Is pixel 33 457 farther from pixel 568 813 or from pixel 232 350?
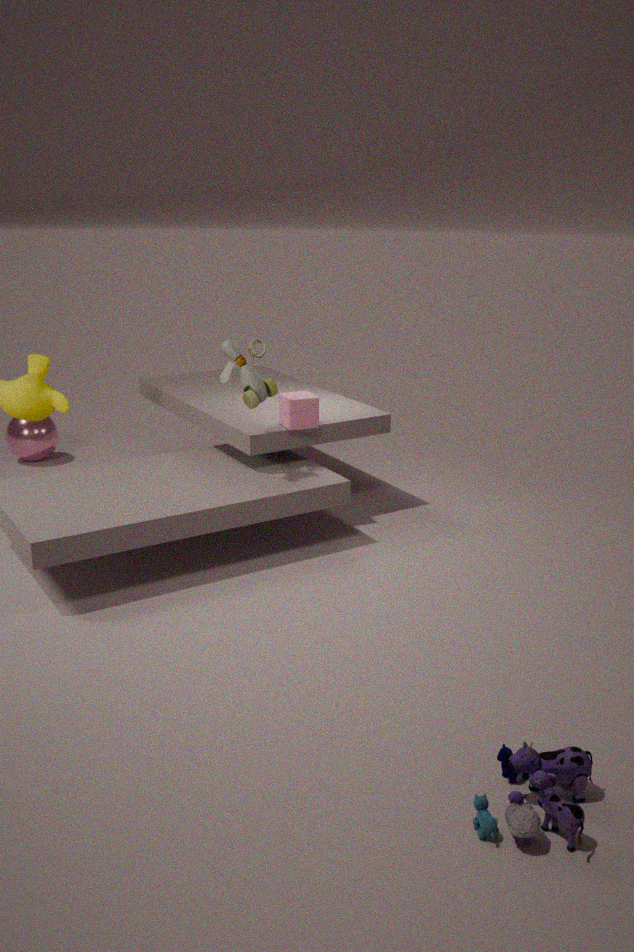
pixel 568 813
